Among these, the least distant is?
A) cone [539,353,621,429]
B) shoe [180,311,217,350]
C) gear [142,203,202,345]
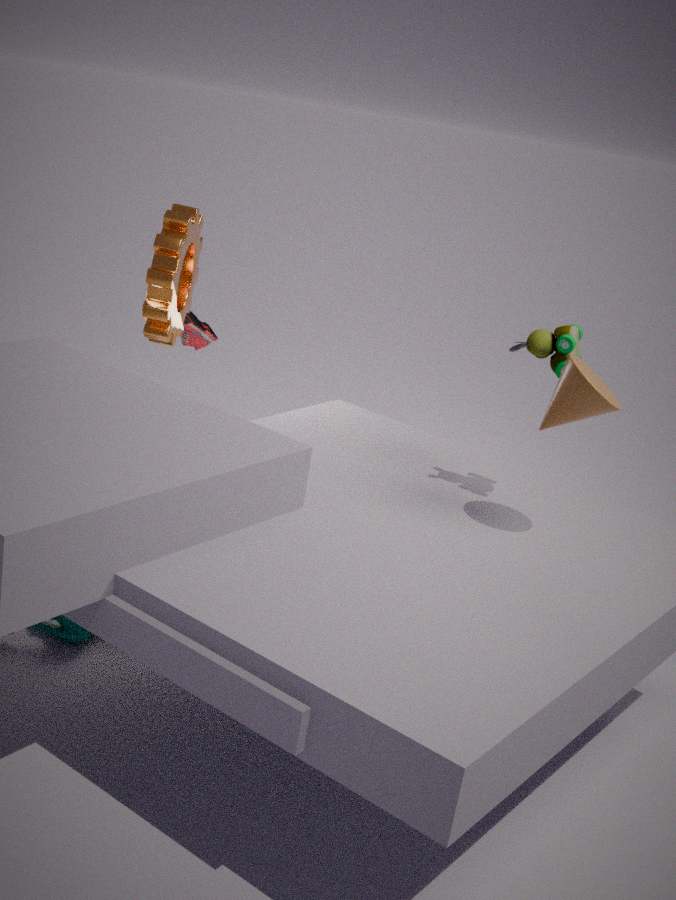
cone [539,353,621,429]
